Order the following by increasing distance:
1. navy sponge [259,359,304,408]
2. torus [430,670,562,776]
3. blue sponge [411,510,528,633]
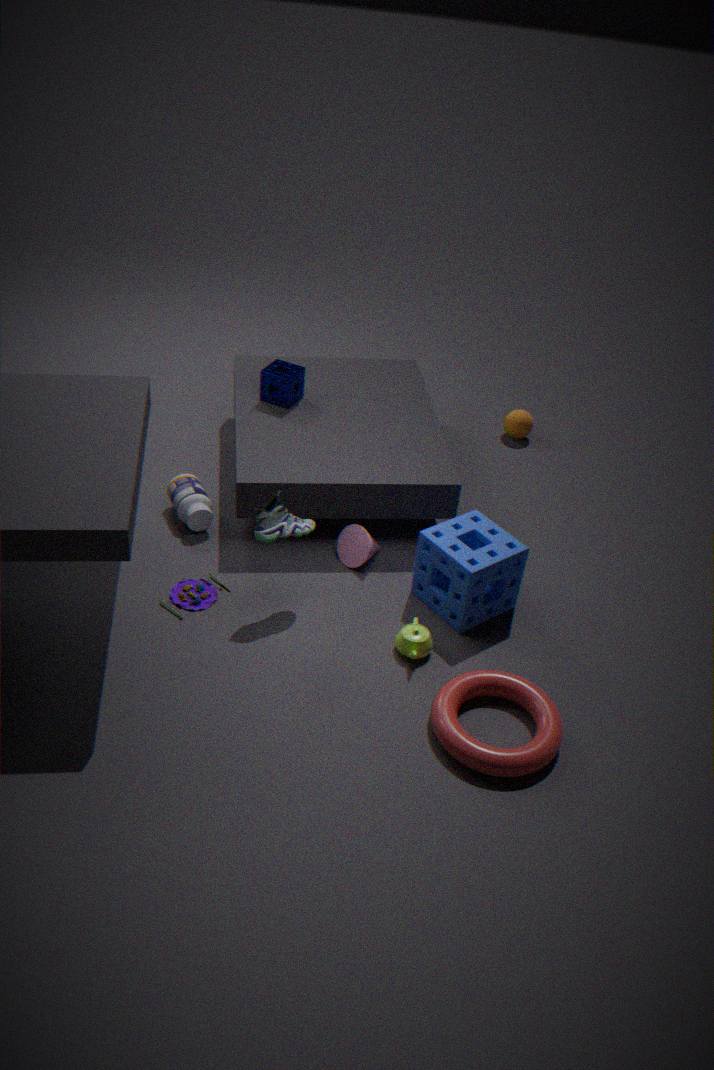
1. torus [430,670,562,776]
2. blue sponge [411,510,528,633]
3. navy sponge [259,359,304,408]
